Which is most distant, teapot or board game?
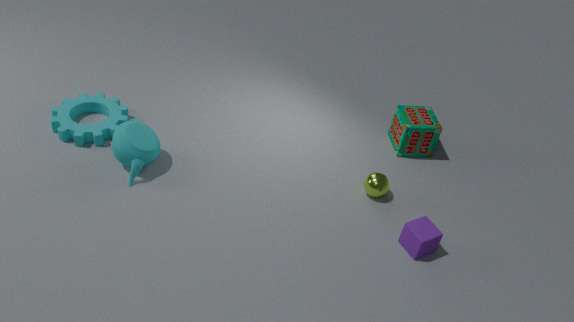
board game
